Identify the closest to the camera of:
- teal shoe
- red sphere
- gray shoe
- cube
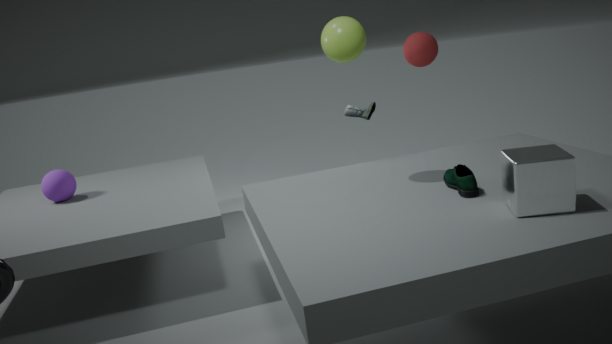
cube
